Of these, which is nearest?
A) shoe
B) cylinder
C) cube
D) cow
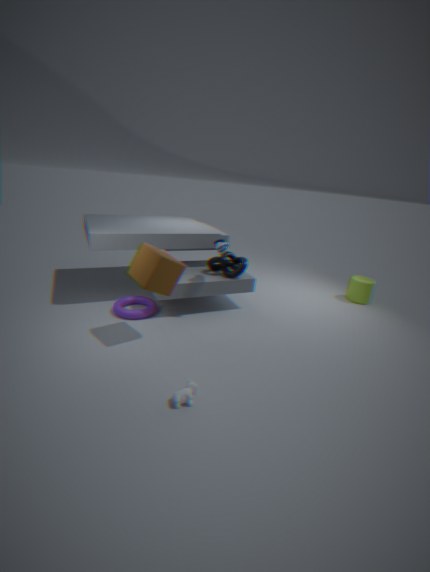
cow
